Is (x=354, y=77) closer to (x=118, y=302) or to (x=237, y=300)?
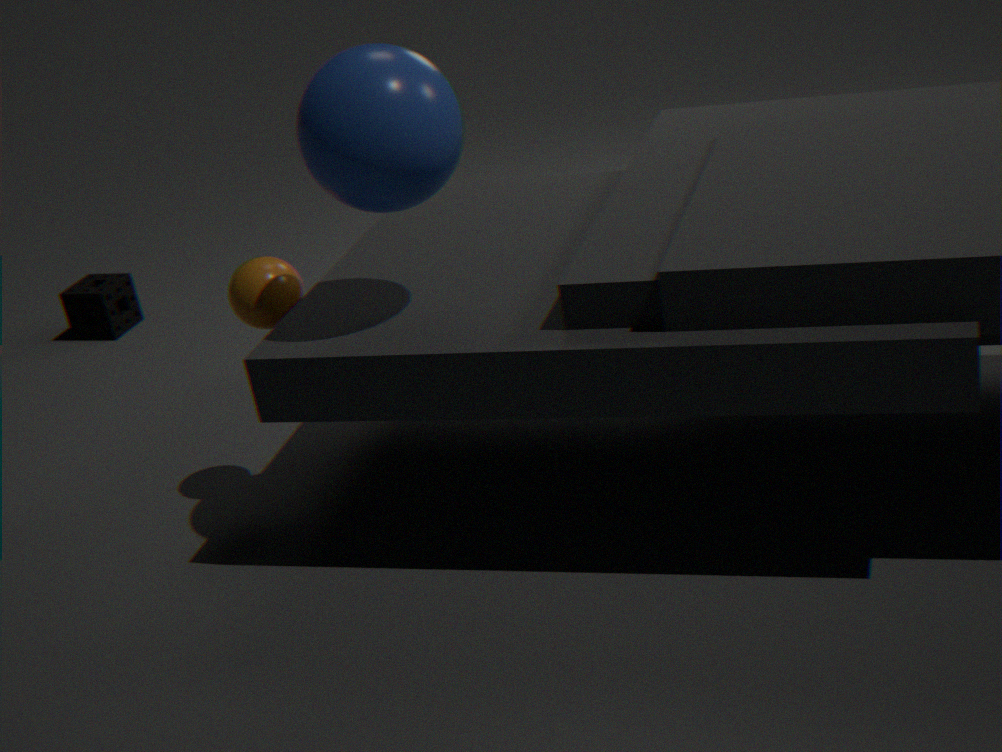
(x=237, y=300)
